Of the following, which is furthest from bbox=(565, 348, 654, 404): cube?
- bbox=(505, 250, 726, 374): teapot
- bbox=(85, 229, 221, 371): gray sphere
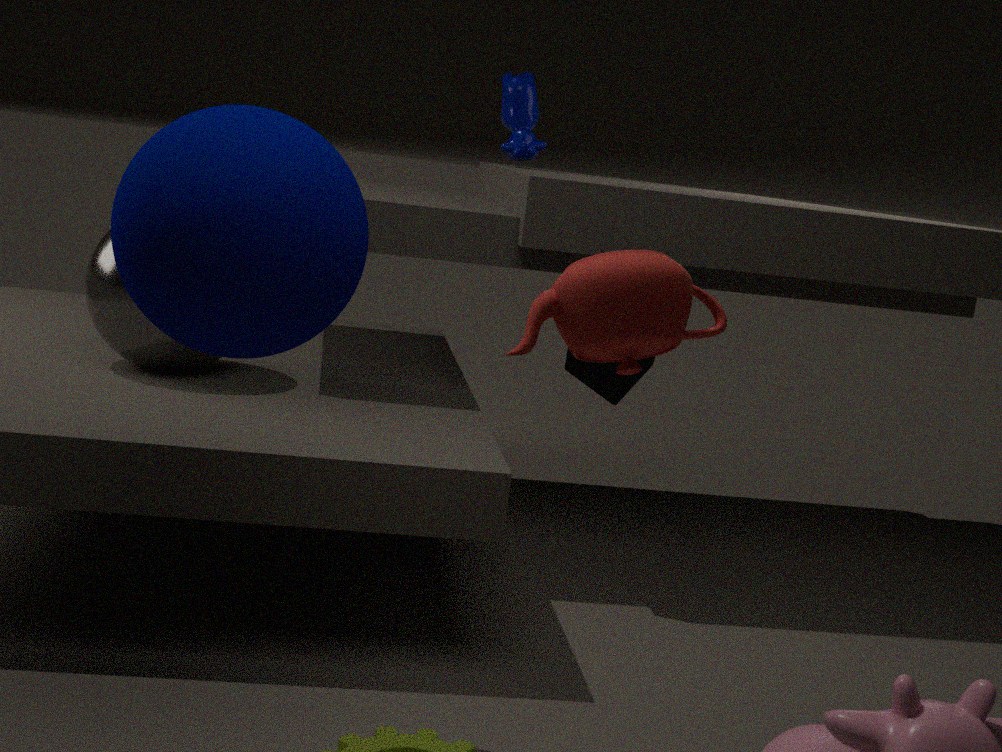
bbox=(505, 250, 726, 374): teapot
